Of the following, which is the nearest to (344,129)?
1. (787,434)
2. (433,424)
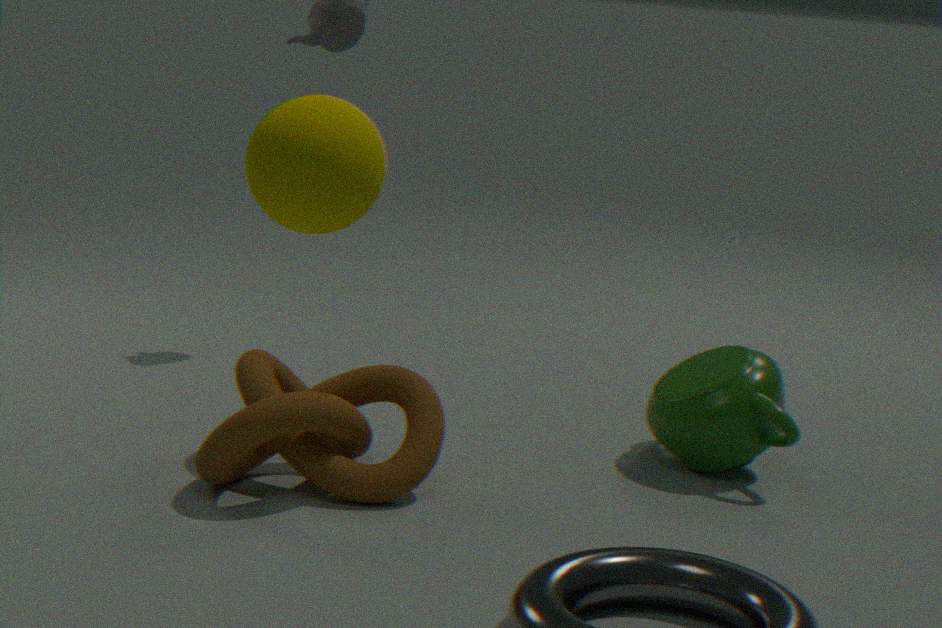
(433,424)
